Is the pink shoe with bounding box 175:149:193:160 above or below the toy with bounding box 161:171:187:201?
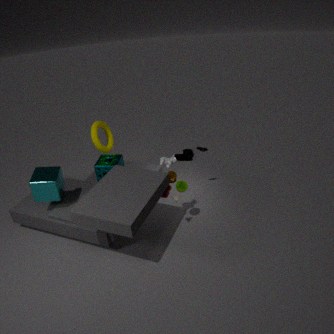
below
